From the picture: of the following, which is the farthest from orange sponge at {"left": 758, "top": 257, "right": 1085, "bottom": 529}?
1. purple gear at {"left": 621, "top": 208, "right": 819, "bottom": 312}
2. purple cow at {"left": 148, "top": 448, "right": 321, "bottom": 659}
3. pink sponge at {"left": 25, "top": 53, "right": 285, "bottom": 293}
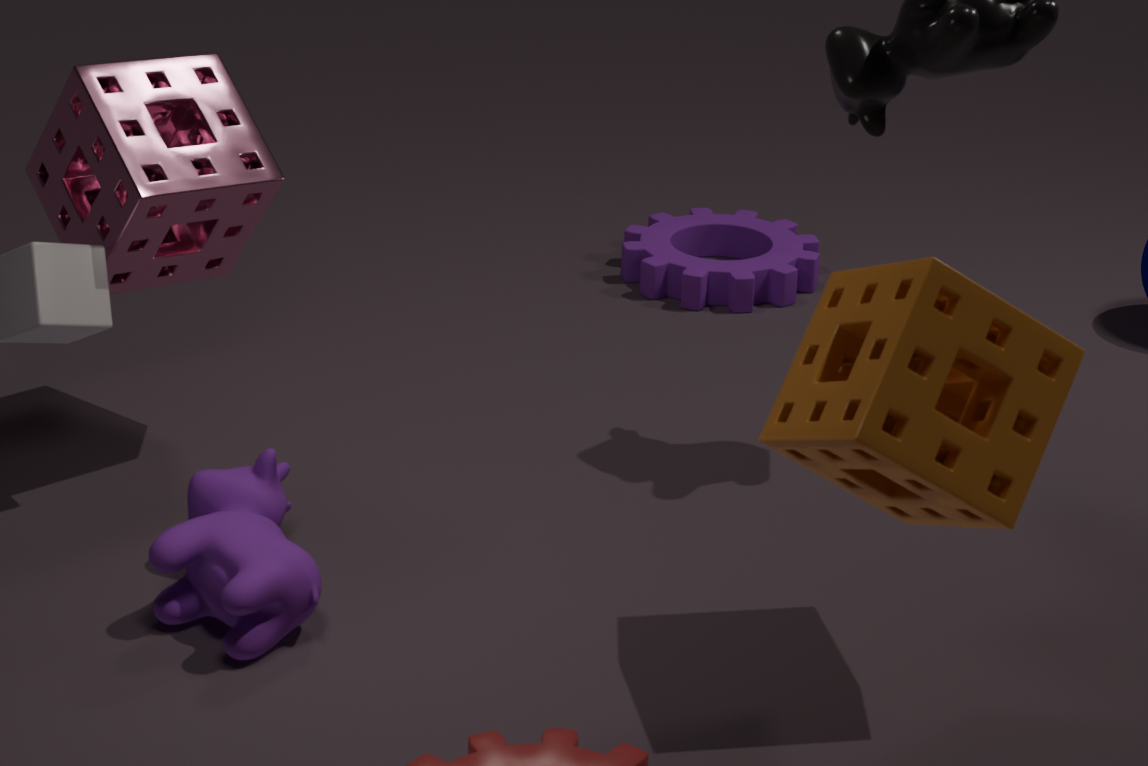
purple gear at {"left": 621, "top": 208, "right": 819, "bottom": 312}
